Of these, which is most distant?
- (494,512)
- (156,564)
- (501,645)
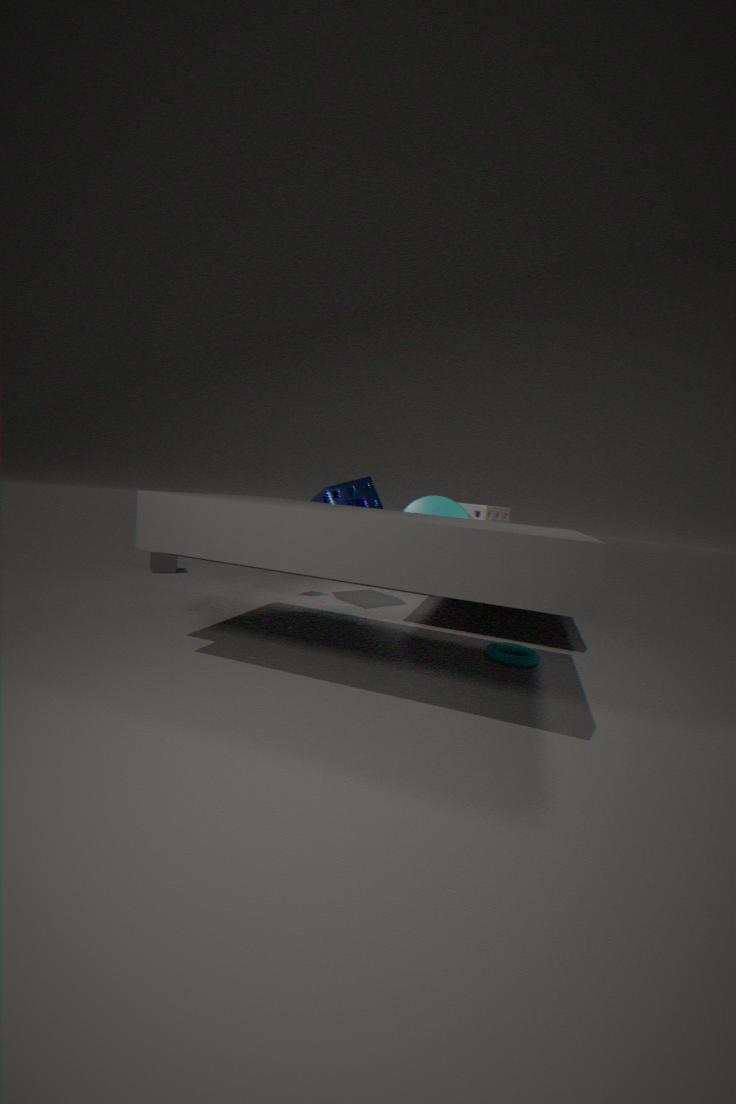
(156,564)
